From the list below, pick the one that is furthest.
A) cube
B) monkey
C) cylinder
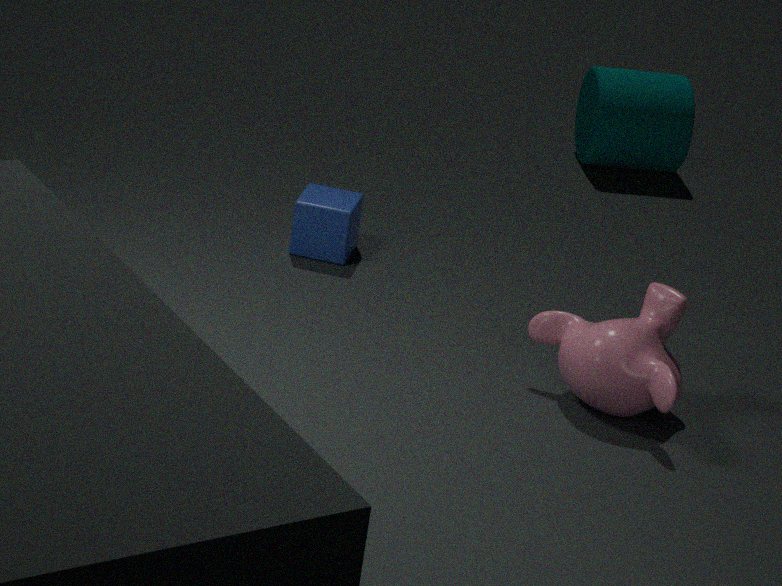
cylinder
